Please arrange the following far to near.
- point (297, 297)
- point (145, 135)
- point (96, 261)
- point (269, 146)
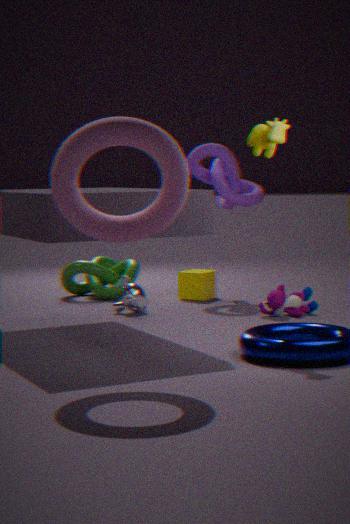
point (96, 261) → point (297, 297) → point (269, 146) → point (145, 135)
